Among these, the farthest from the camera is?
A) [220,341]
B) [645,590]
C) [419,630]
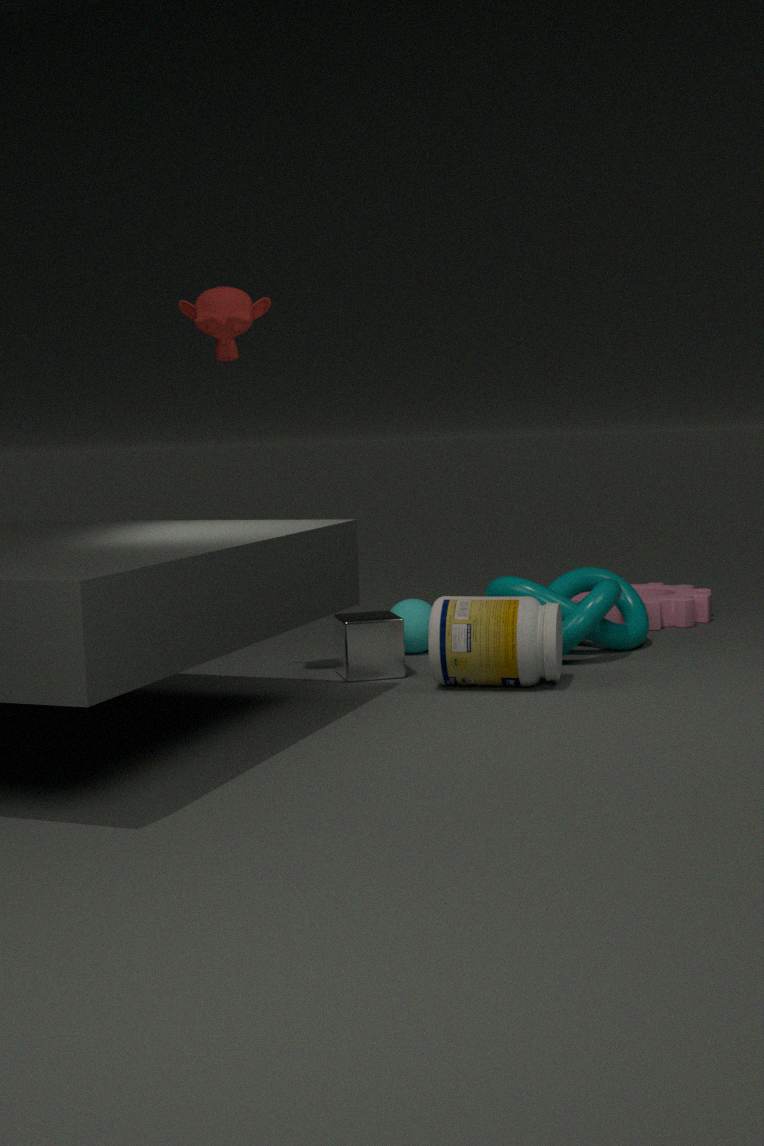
[645,590]
